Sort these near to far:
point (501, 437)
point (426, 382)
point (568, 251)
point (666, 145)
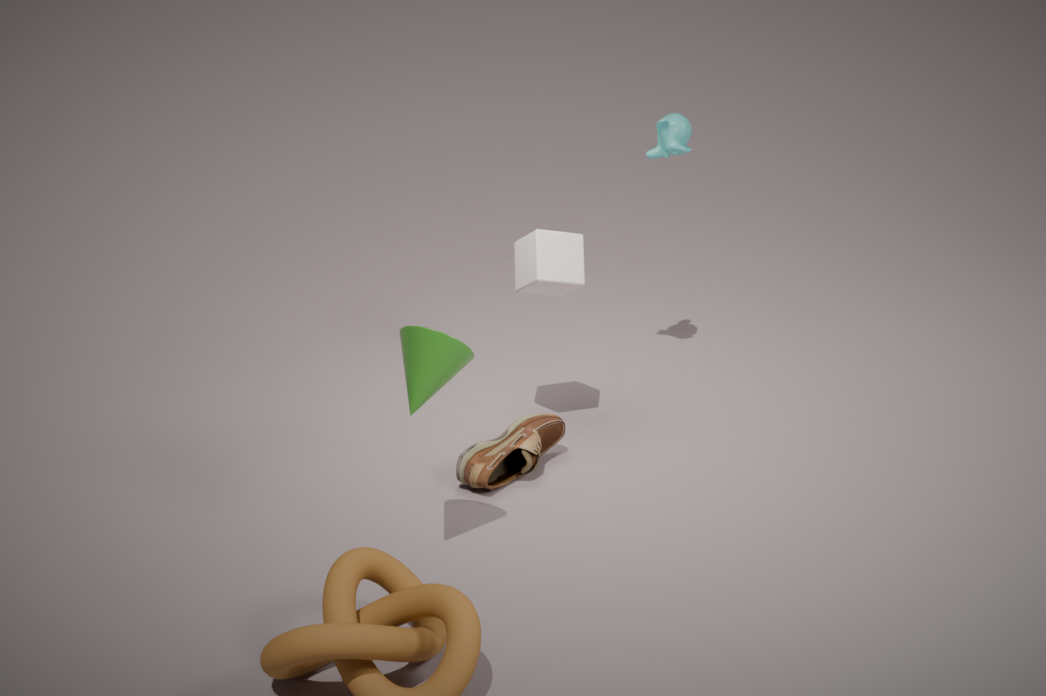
point (426, 382)
point (501, 437)
point (568, 251)
point (666, 145)
